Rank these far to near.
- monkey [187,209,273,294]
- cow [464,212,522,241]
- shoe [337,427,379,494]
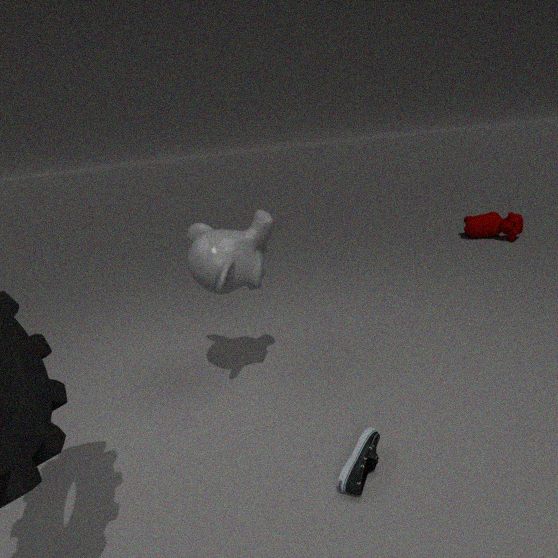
cow [464,212,522,241]
monkey [187,209,273,294]
shoe [337,427,379,494]
